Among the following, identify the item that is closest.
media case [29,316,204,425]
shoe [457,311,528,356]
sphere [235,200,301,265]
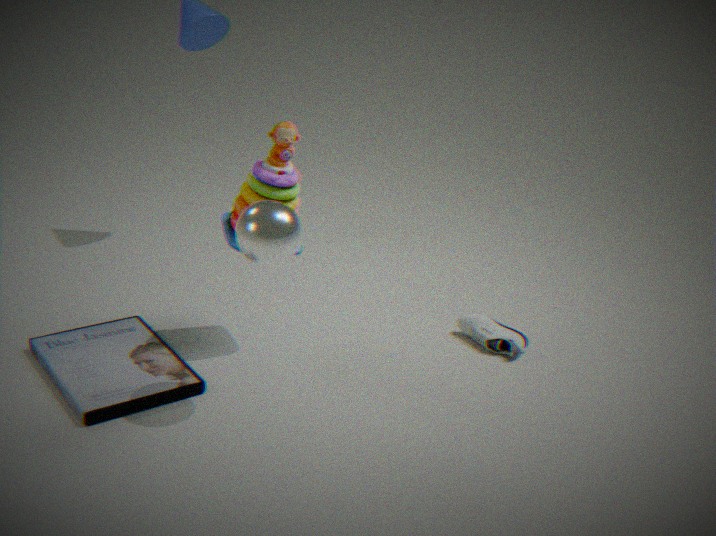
A: sphere [235,200,301,265]
